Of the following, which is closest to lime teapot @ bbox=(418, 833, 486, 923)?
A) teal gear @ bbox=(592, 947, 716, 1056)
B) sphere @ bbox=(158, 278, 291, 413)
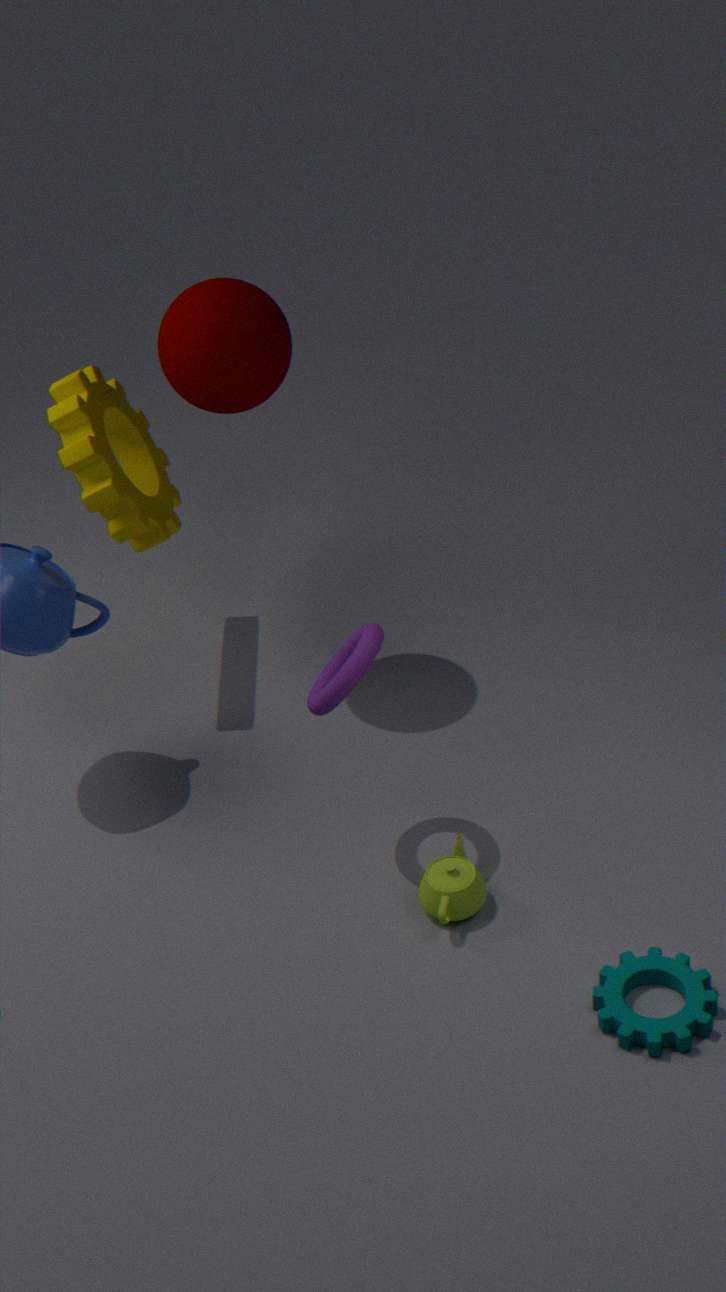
teal gear @ bbox=(592, 947, 716, 1056)
